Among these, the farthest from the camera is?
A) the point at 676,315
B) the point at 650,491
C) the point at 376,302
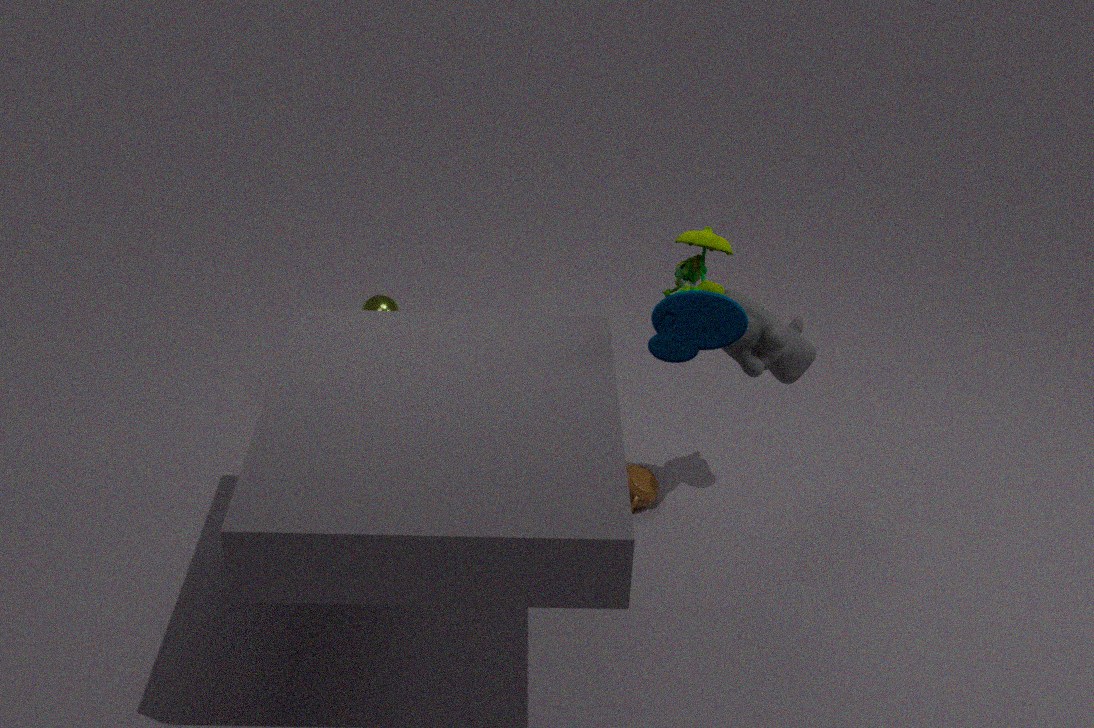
the point at 376,302
